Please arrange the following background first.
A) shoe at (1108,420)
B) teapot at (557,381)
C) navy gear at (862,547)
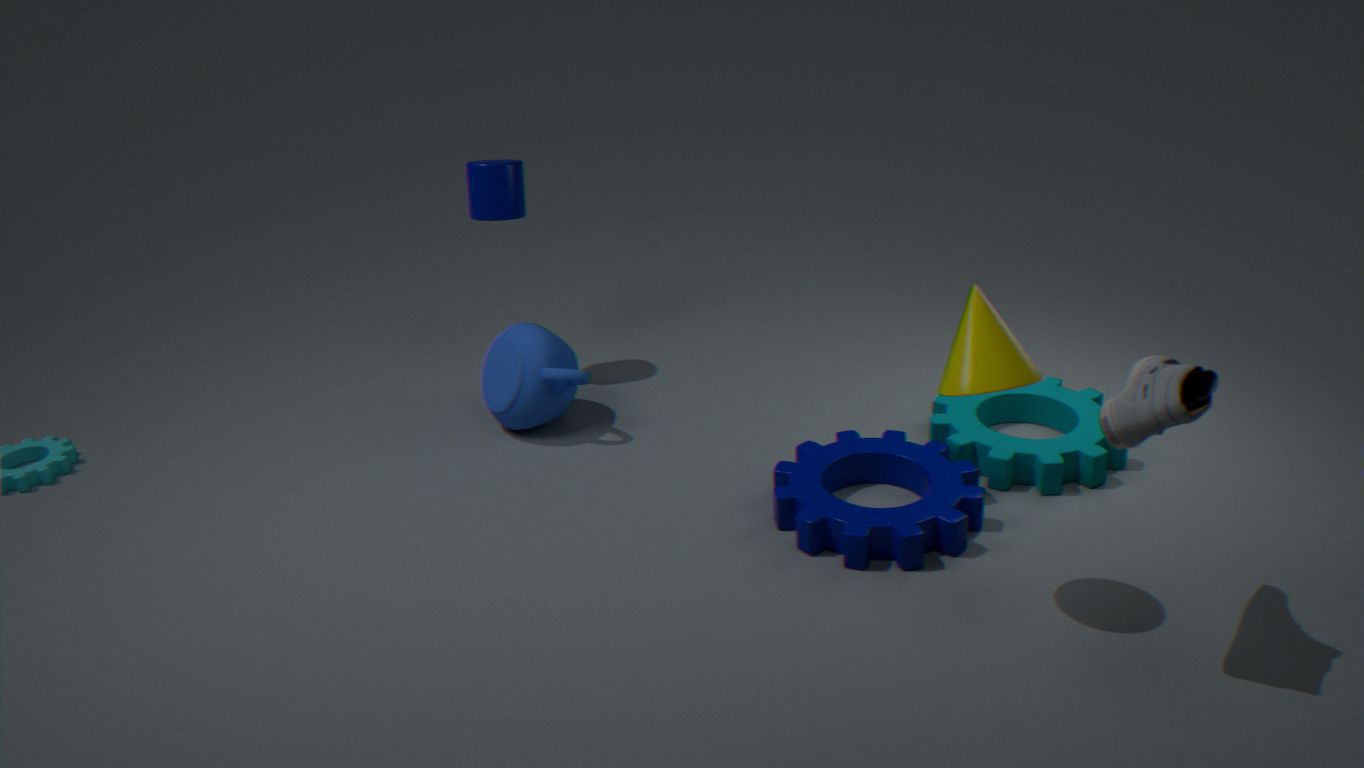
B. teapot at (557,381), C. navy gear at (862,547), A. shoe at (1108,420)
